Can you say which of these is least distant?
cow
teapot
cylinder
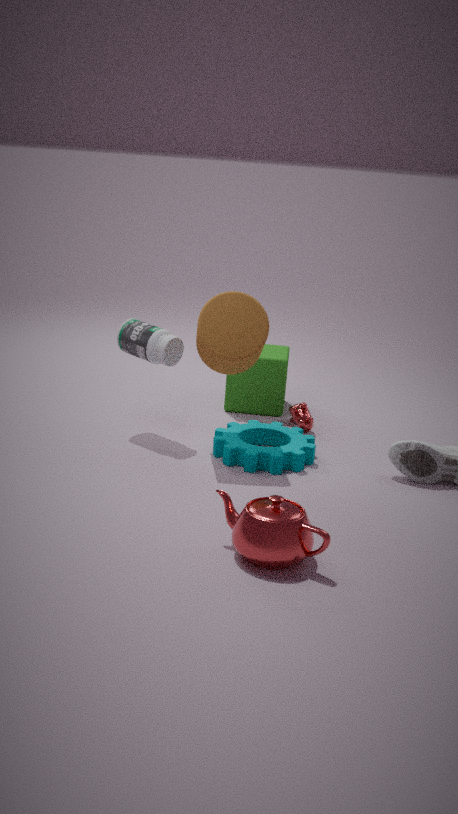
teapot
